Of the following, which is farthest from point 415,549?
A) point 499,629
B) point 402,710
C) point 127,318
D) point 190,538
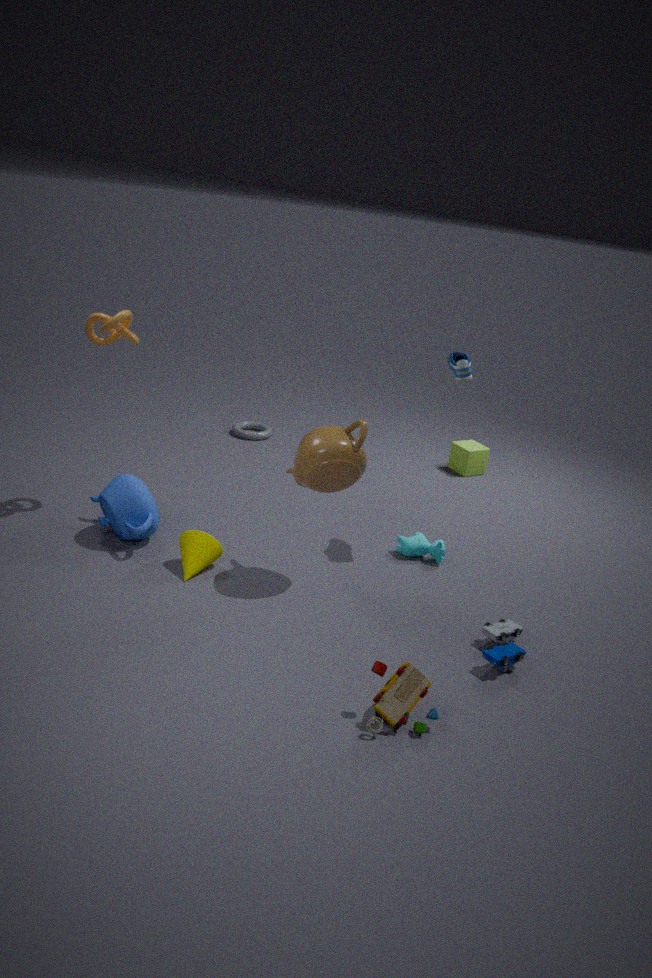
point 127,318
